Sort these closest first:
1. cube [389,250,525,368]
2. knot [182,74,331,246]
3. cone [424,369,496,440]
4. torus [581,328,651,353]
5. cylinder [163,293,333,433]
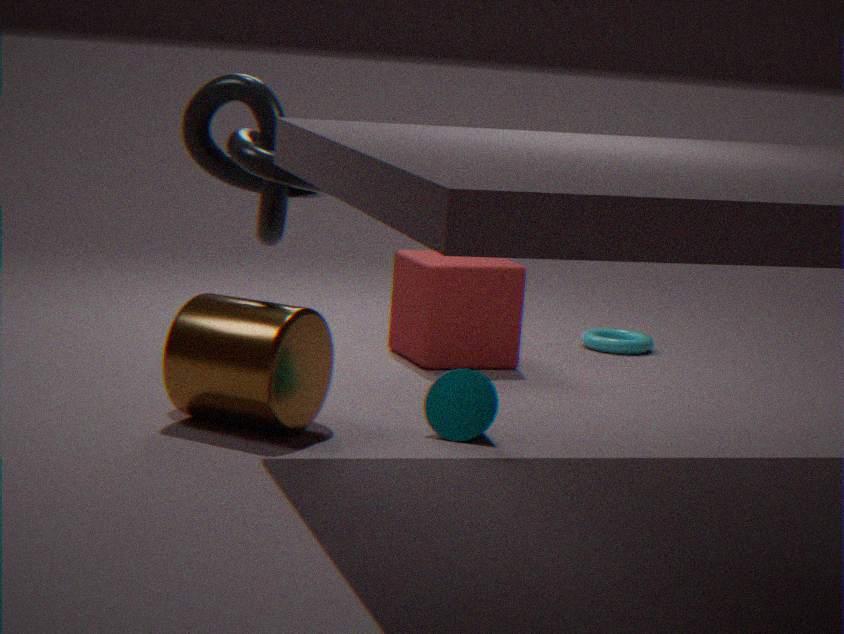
cylinder [163,293,333,433], cone [424,369,496,440], knot [182,74,331,246], cube [389,250,525,368], torus [581,328,651,353]
